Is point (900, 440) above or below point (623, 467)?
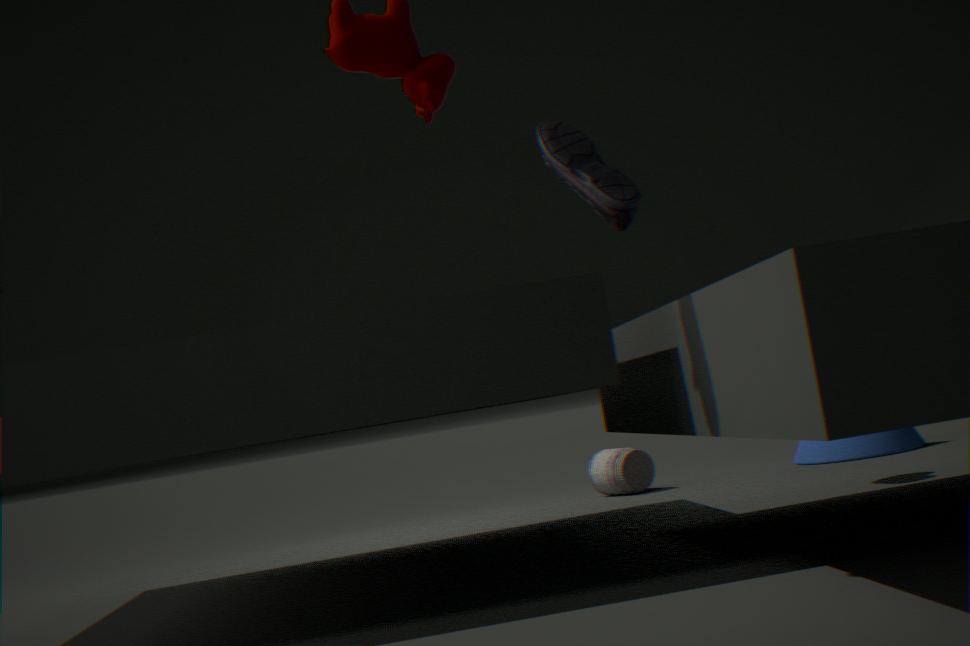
above
